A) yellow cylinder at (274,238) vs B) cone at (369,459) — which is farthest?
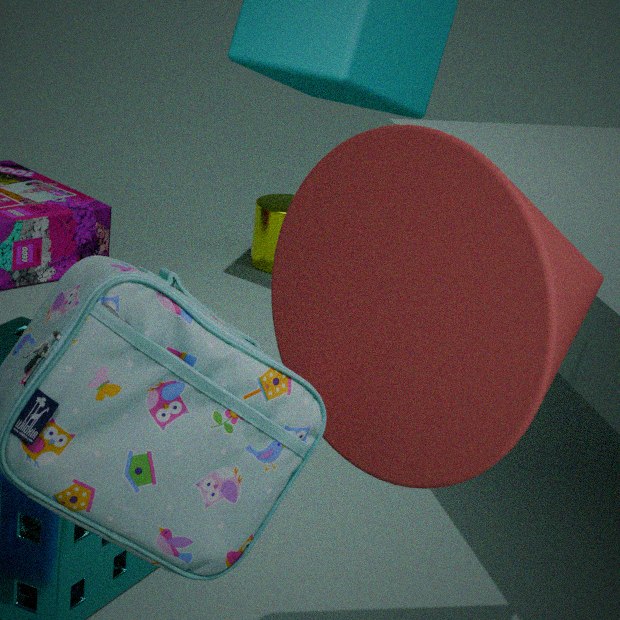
A. yellow cylinder at (274,238)
